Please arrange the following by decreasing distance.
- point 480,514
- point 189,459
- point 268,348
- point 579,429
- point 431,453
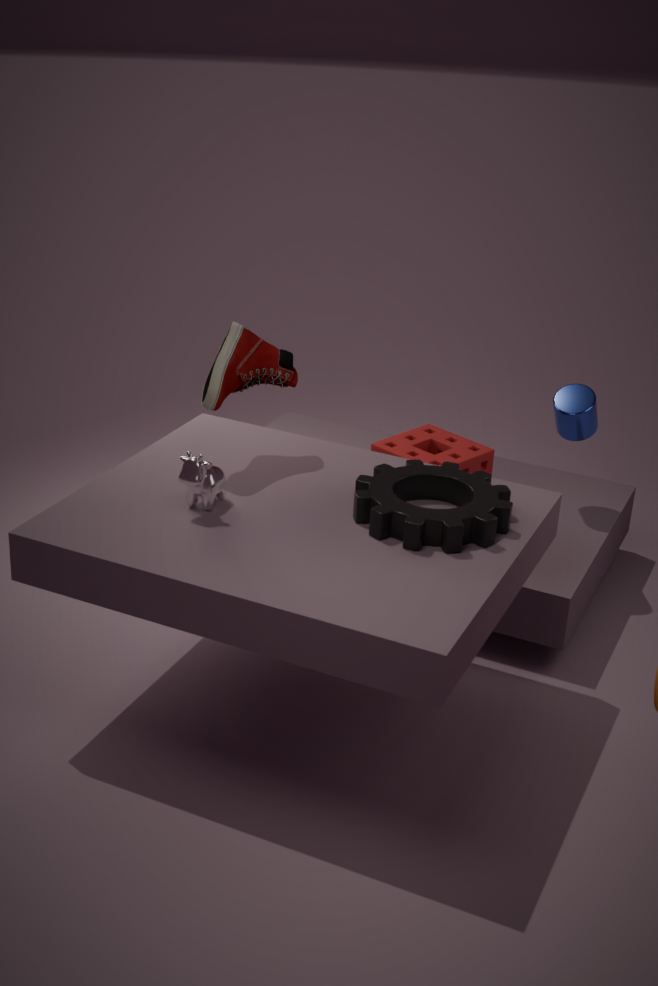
point 579,429, point 431,453, point 268,348, point 189,459, point 480,514
